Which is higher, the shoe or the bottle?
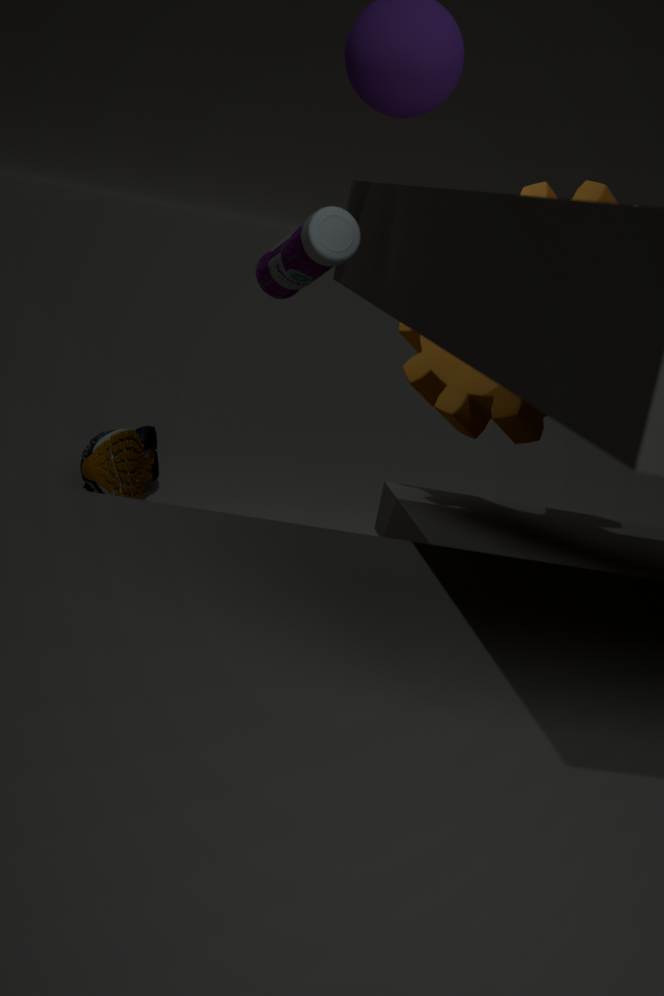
the bottle
